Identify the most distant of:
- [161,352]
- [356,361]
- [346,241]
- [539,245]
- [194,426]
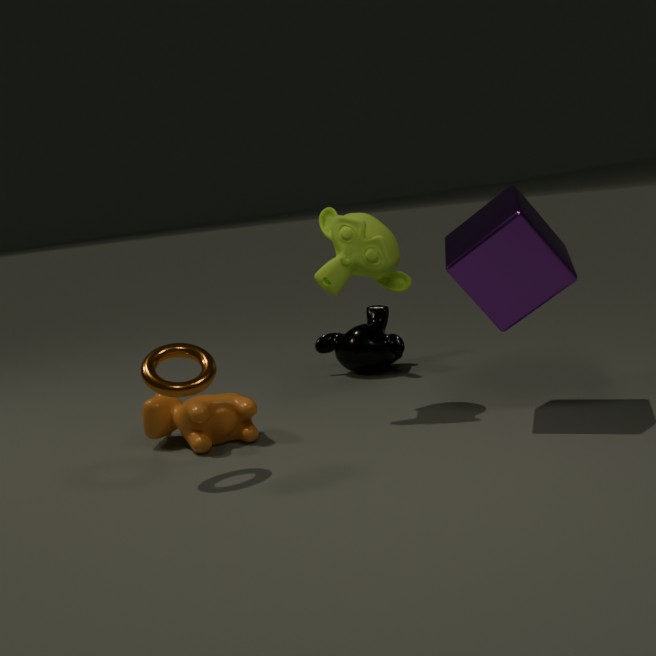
[356,361]
